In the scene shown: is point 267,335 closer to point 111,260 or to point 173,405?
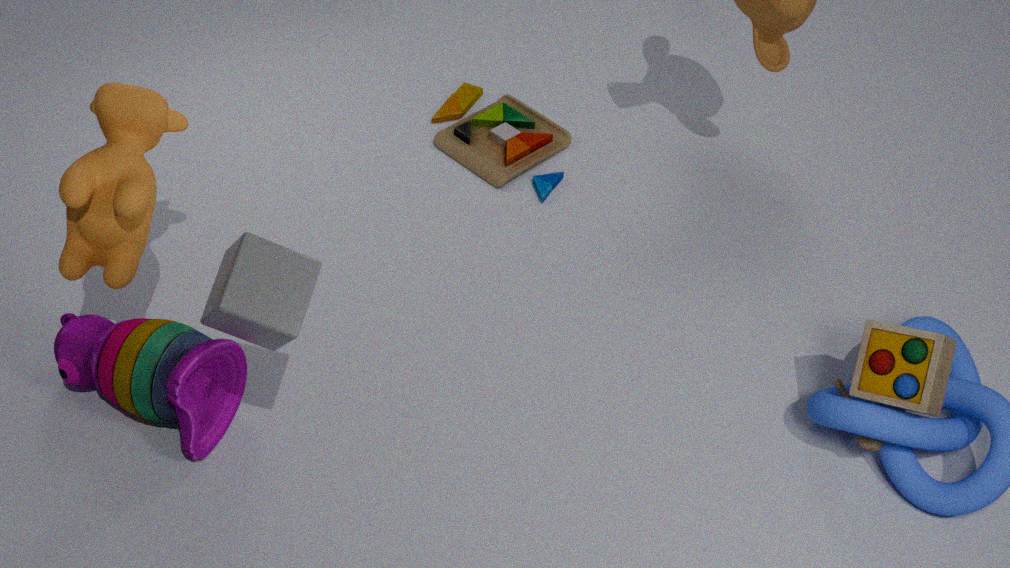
point 111,260
